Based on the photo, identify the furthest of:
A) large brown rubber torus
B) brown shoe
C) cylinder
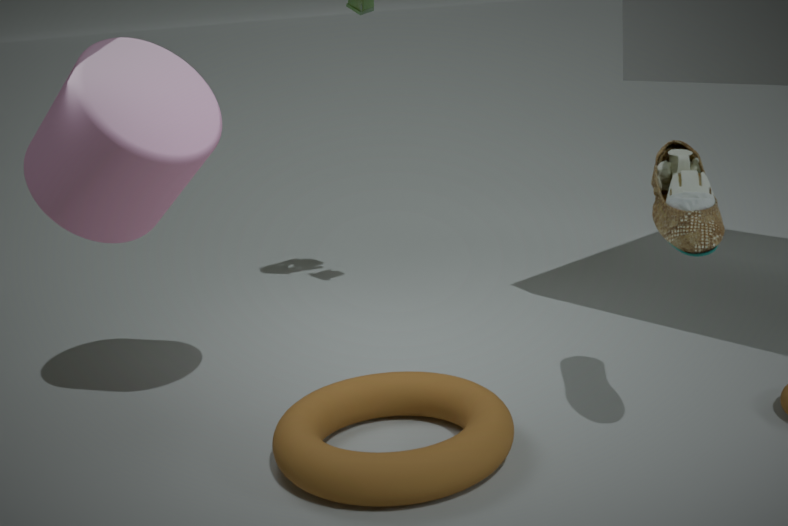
cylinder
